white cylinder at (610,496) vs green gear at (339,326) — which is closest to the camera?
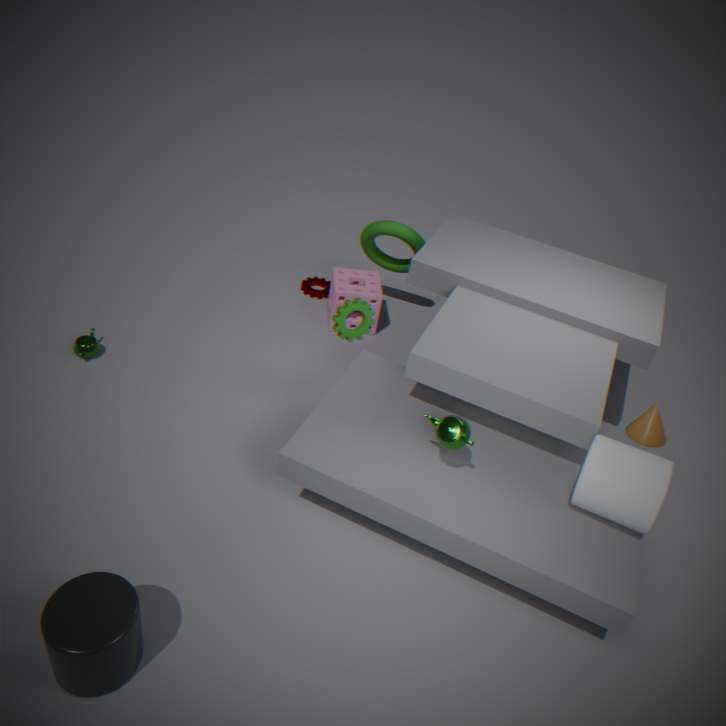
white cylinder at (610,496)
